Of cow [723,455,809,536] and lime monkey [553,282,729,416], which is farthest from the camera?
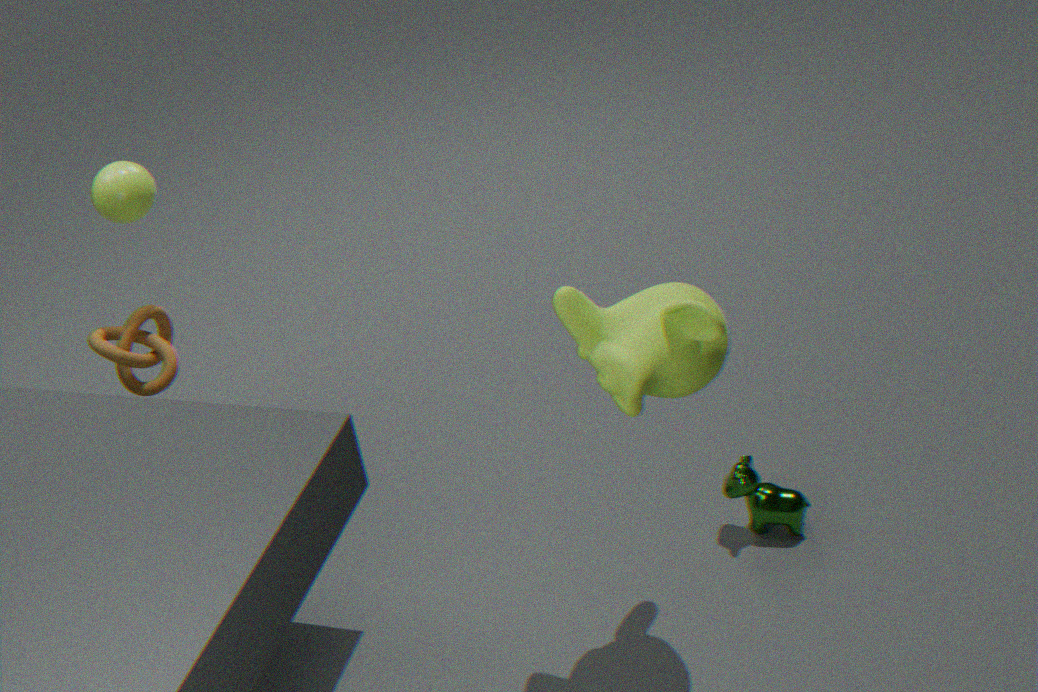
cow [723,455,809,536]
